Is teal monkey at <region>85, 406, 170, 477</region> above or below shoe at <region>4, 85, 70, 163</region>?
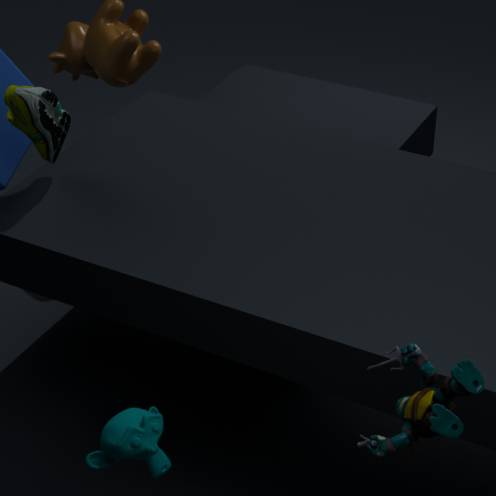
below
